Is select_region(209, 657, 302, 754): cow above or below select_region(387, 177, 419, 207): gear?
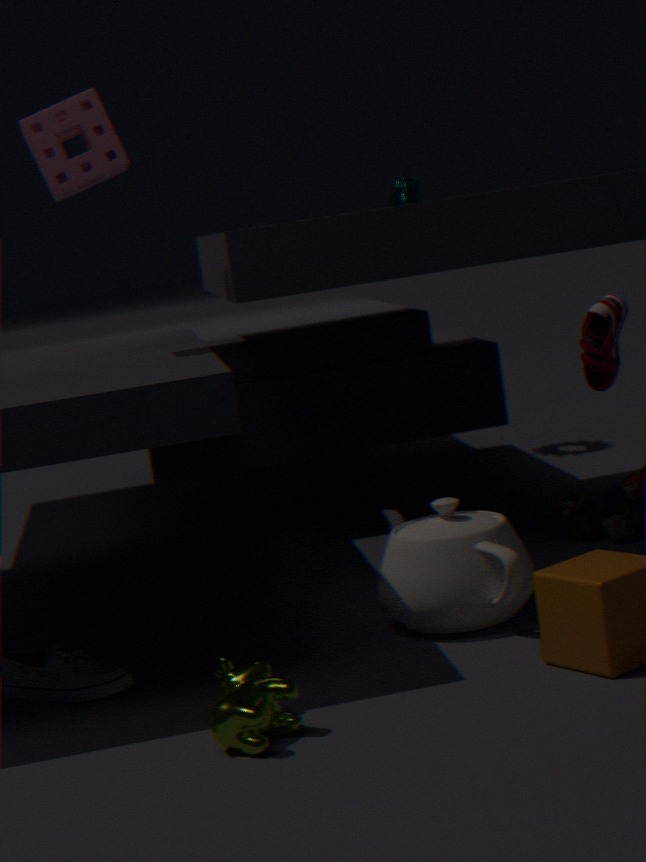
below
